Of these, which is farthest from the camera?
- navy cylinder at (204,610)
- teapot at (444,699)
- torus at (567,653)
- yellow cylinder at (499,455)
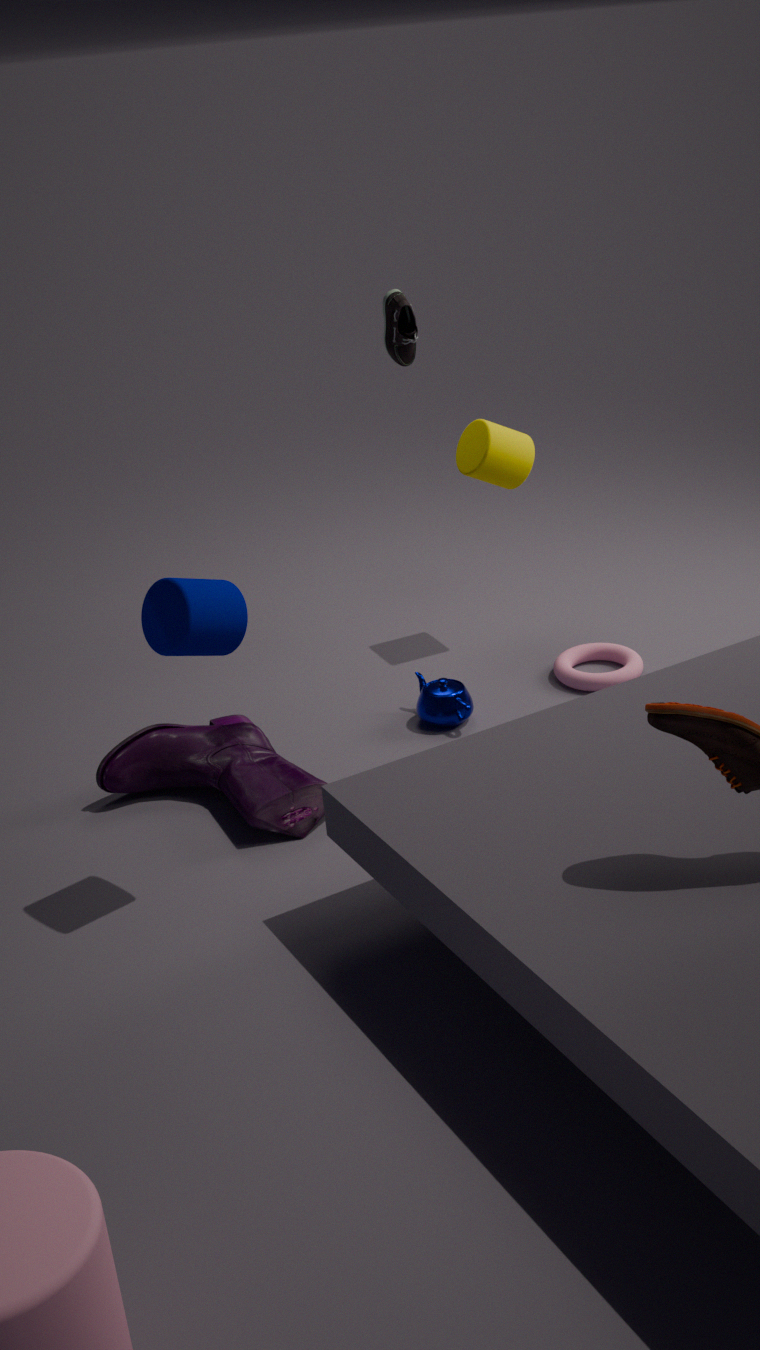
yellow cylinder at (499,455)
